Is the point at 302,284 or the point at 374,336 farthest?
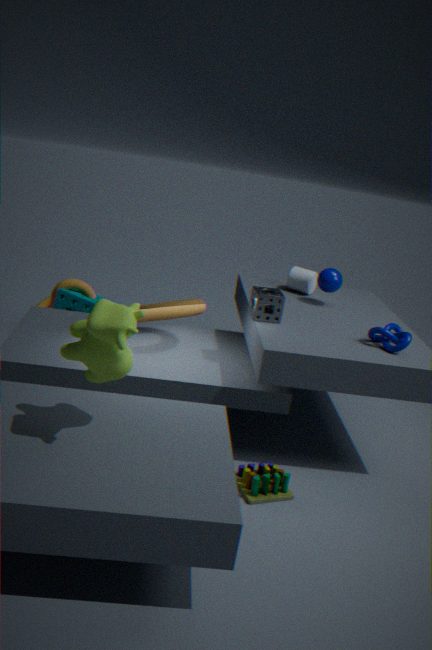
the point at 302,284
